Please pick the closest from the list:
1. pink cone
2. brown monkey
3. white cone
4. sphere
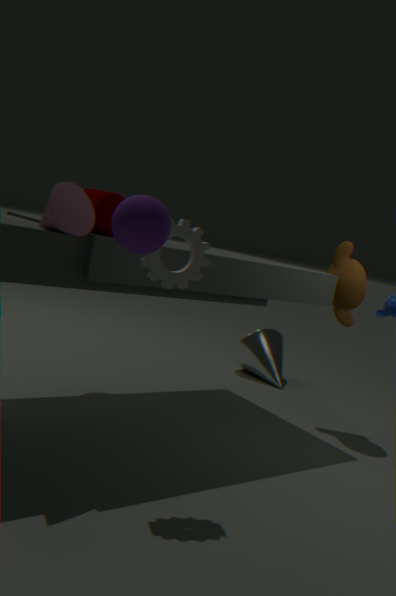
sphere
